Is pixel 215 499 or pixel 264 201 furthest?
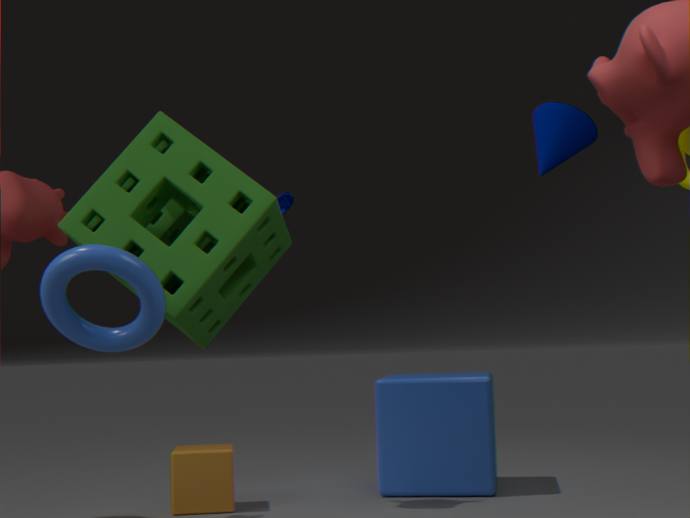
pixel 215 499
